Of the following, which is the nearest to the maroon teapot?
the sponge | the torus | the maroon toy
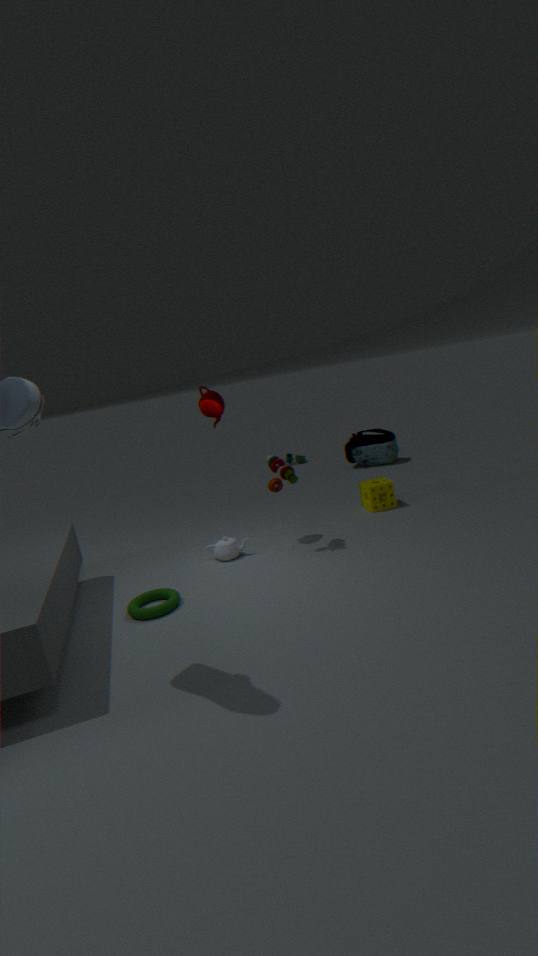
the maroon toy
